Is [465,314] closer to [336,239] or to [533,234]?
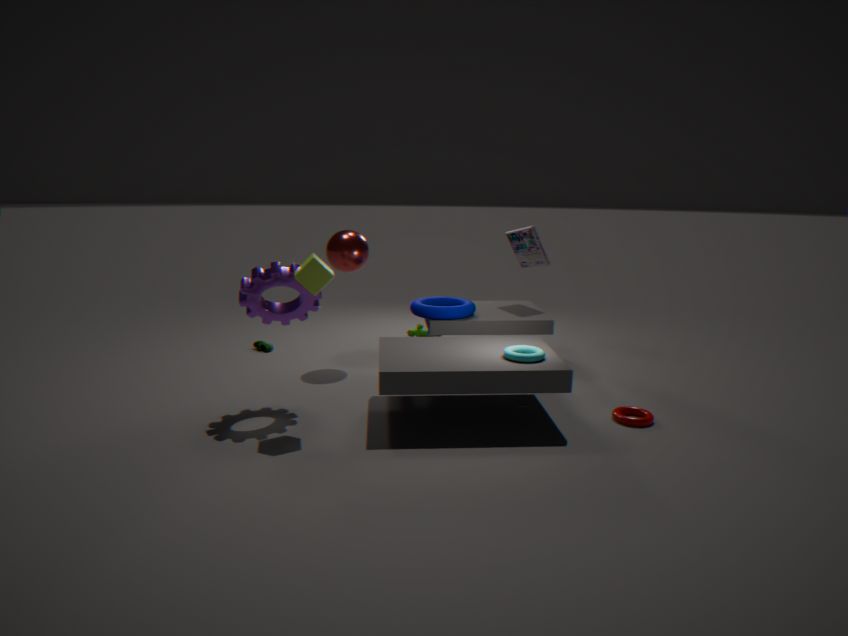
[336,239]
